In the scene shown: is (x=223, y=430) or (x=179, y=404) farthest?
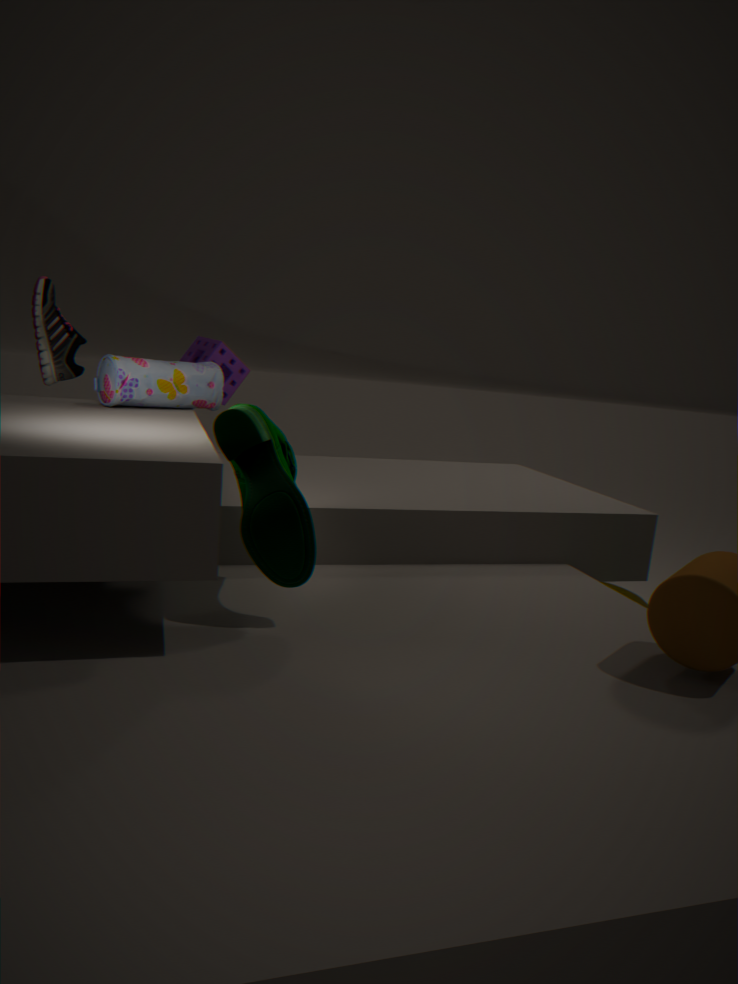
(x=179, y=404)
